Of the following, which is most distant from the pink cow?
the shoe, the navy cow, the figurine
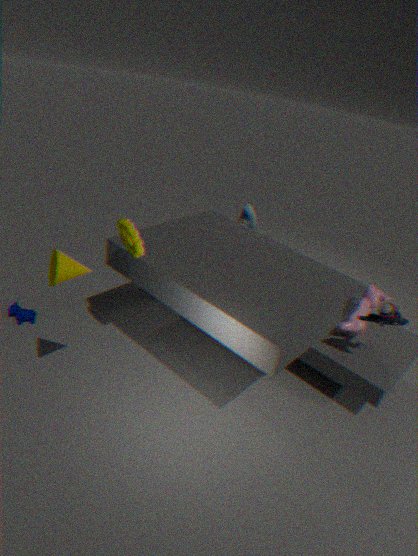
the navy cow
